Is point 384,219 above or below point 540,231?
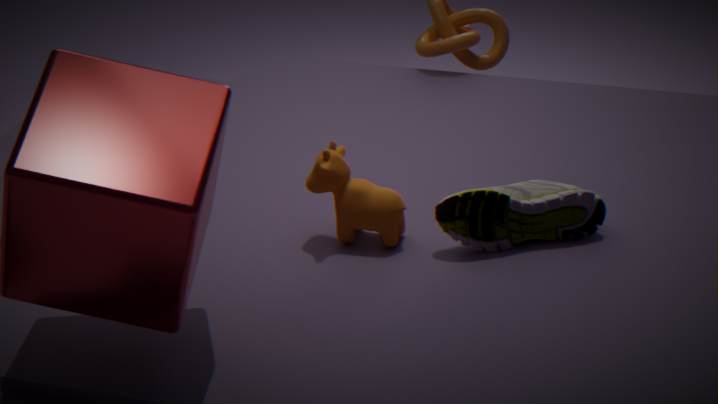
above
